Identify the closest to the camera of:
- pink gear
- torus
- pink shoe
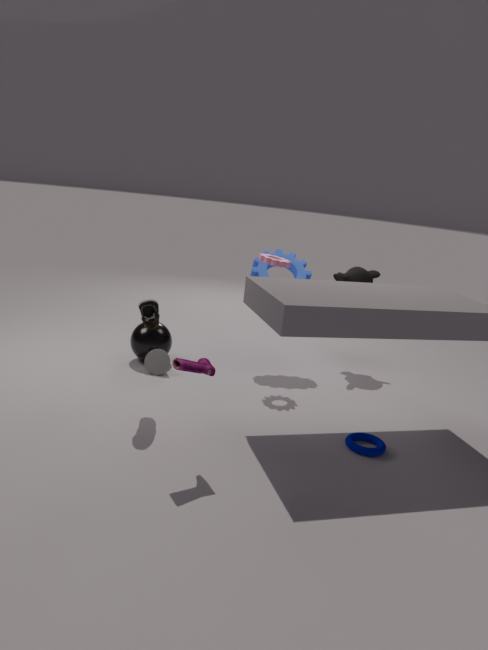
pink shoe
